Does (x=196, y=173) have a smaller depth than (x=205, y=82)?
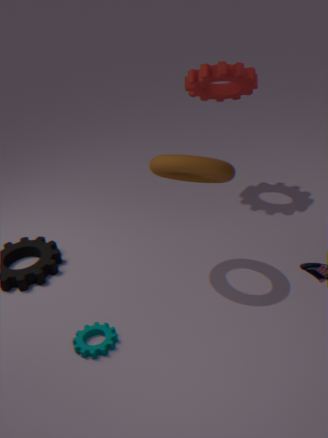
Yes
